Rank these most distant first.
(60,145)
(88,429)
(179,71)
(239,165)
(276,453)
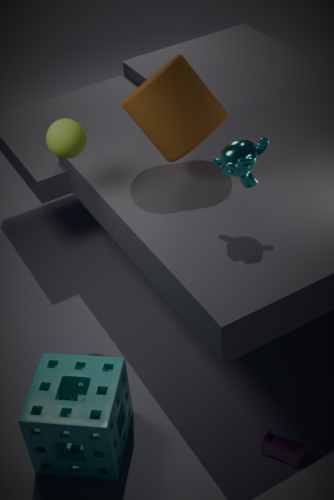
(179,71) < (60,145) < (276,453) < (239,165) < (88,429)
